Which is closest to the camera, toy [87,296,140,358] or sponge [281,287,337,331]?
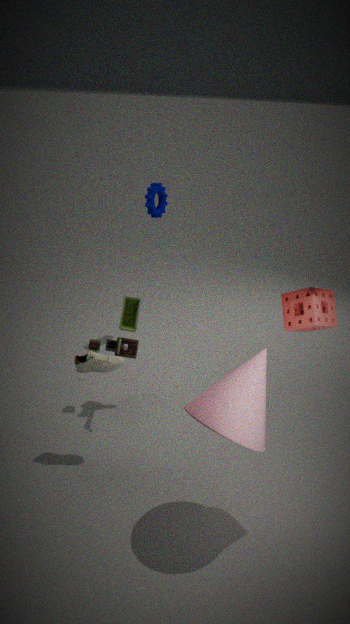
sponge [281,287,337,331]
